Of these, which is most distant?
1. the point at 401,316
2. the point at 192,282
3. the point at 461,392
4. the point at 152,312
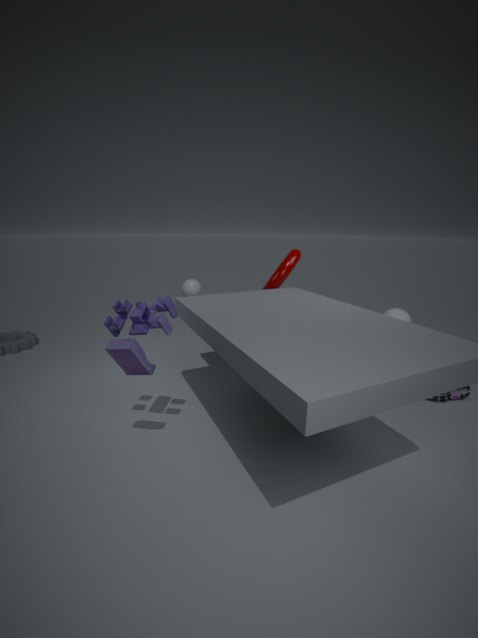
the point at 192,282
